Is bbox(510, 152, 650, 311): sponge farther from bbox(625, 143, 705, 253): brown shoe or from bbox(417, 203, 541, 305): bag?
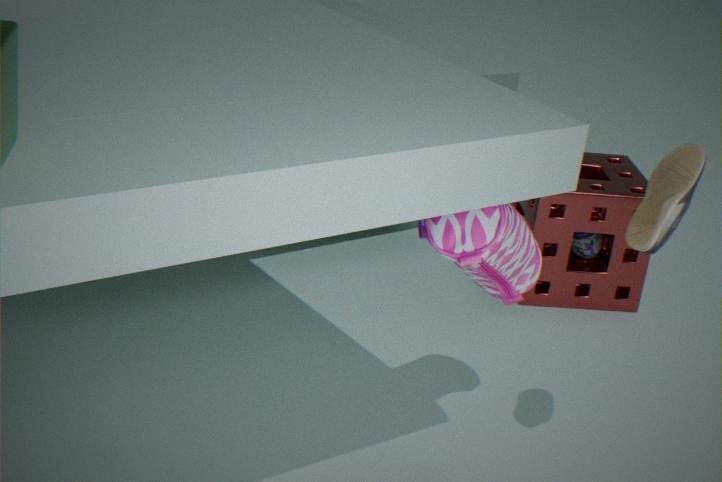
bbox(625, 143, 705, 253): brown shoe
